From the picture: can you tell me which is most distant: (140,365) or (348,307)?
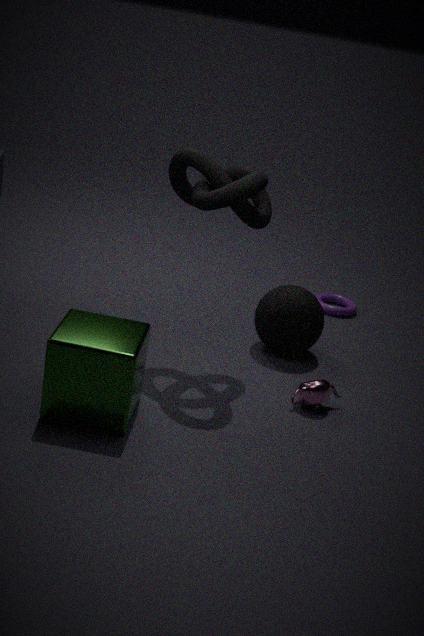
(348,307)
